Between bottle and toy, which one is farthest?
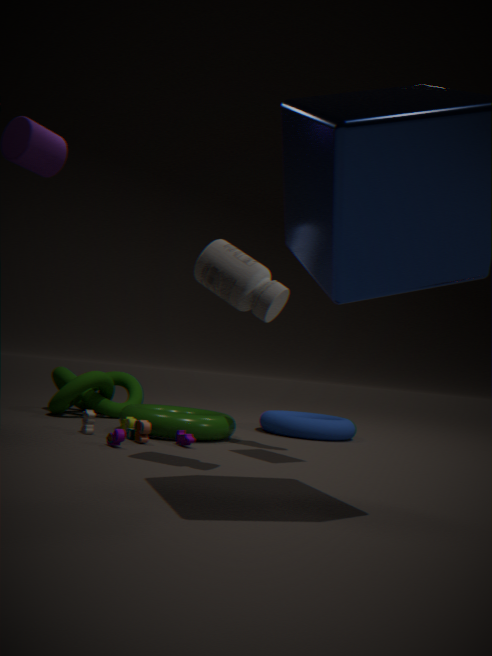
toy
